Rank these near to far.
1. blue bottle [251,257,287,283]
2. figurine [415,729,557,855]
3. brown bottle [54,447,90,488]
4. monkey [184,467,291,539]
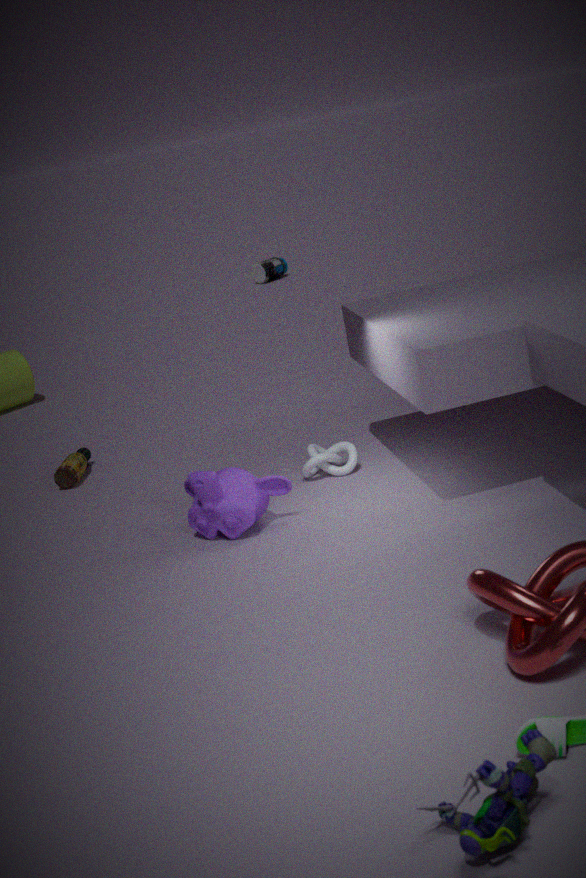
figurine [415,729,557,855] → monkey [184,467,291,539] → brown bottle [54,447,90,488] → blue bottle [251,257,287,283]
